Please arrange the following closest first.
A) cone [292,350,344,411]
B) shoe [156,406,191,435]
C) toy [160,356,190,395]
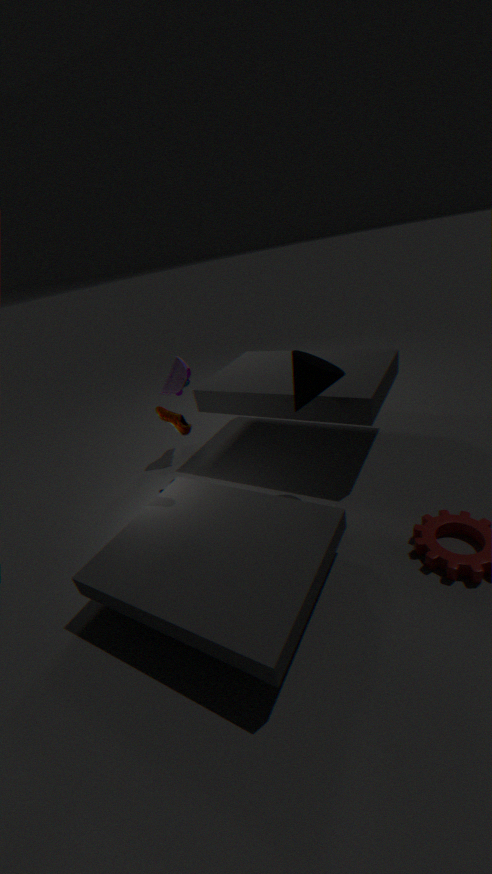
cone [292,350,344,411]
shoe [156,406,191,435]
toy [160,356,190,395]
